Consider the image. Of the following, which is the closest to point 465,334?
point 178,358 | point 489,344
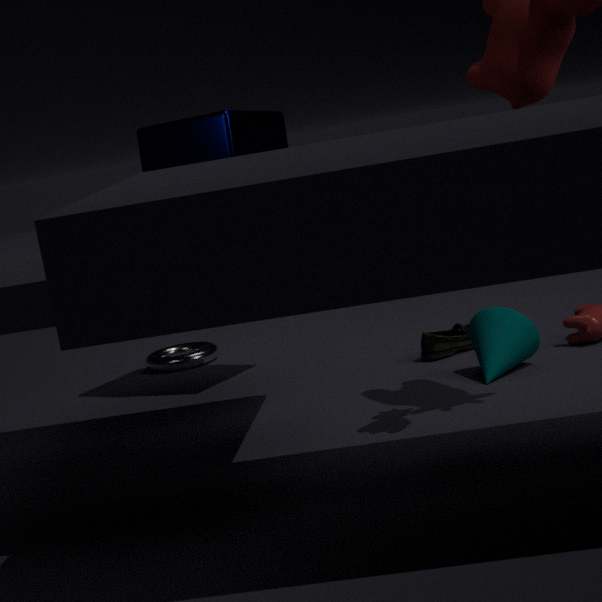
point 489,344
